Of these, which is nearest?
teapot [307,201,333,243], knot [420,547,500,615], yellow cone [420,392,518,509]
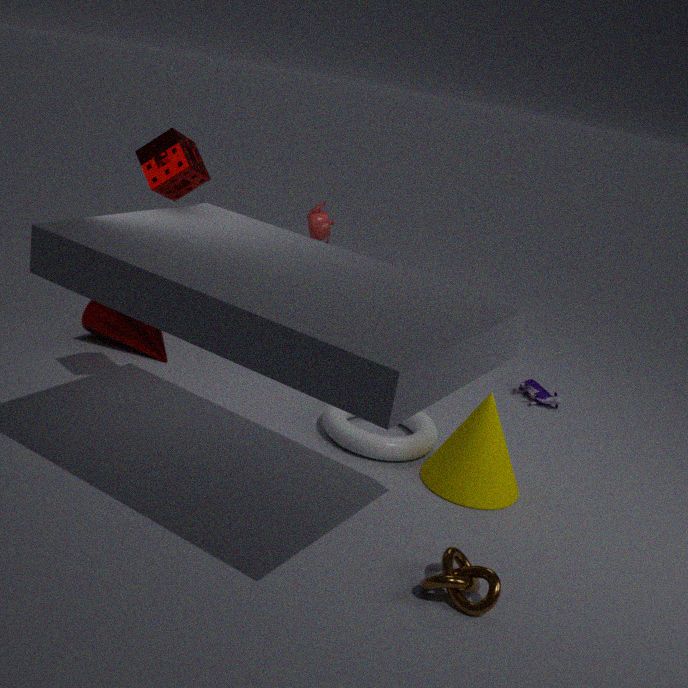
knot [420,547,500,615]
